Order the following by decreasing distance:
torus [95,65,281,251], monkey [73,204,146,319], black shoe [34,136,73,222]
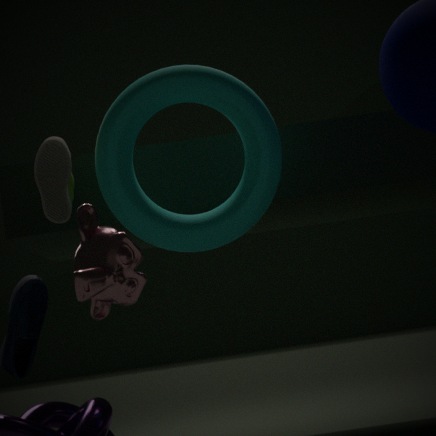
torus [95,65,281,251], black shoe [34,136,73,222], monkey [73,204,146,319]
